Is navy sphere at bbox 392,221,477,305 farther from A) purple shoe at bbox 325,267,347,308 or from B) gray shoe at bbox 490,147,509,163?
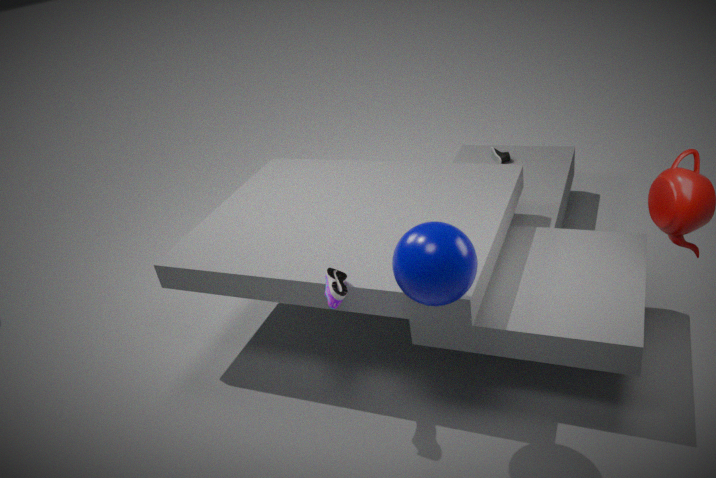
B) gray shoe at bbox 490,147,509,163
